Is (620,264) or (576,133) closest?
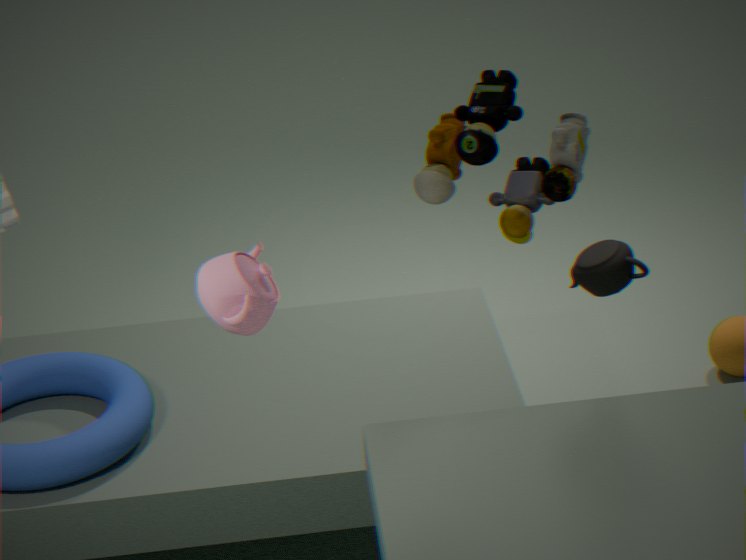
(576,133)
